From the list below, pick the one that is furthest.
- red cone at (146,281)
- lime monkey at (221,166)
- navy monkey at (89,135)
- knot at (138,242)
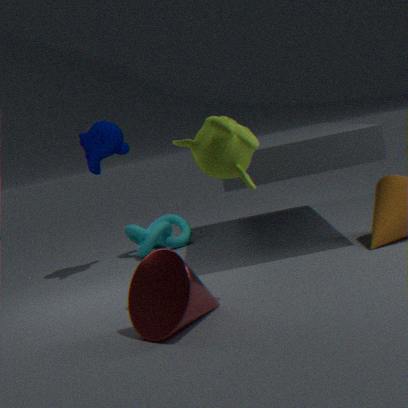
knot at (138,242)
